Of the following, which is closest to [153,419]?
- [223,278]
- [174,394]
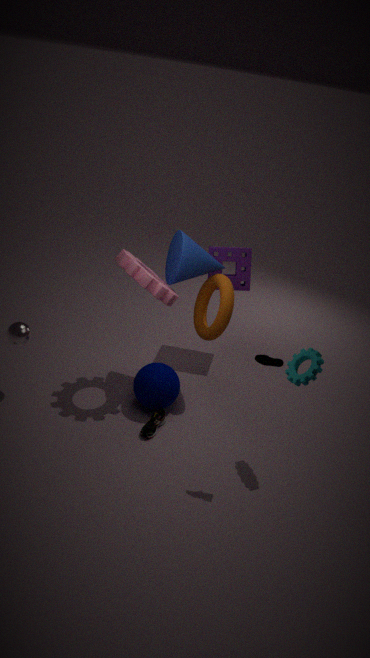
[174,394]
